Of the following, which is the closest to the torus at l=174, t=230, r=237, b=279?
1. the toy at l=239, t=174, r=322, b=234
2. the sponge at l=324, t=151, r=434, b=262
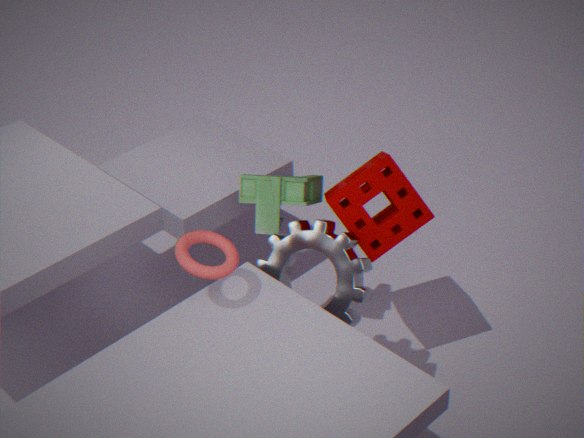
the toy at l=239, t=174, r=322, b=234
